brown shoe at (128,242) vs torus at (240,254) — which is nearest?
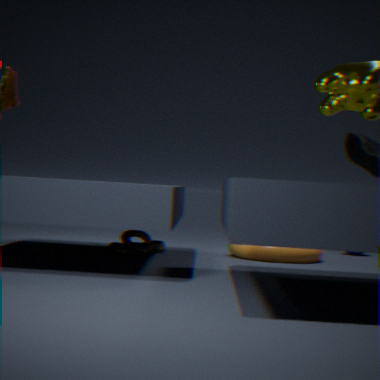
brown shoe at (128,242)
